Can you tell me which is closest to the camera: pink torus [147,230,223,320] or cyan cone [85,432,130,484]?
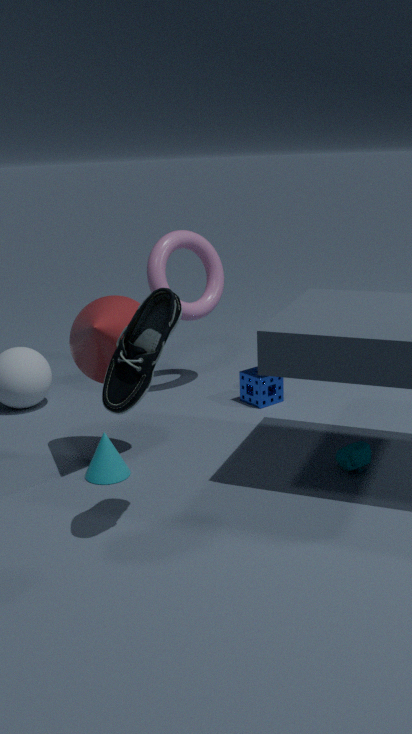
cyan cone [85,432,130,484]
